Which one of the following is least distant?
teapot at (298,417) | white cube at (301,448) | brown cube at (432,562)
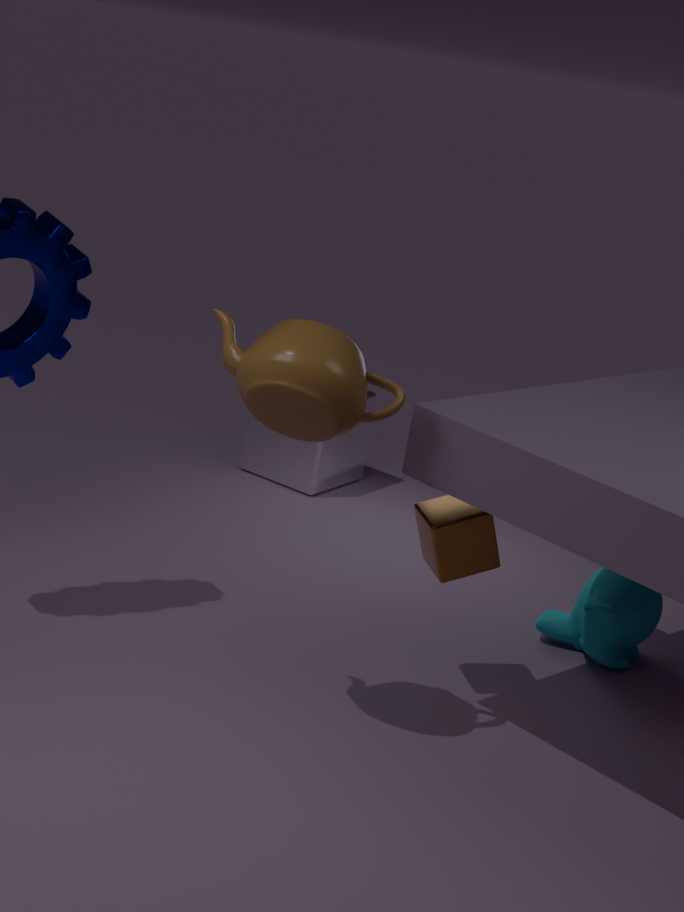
teapot at (298,417)
